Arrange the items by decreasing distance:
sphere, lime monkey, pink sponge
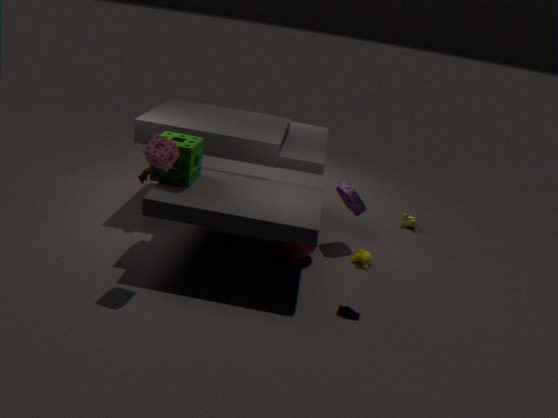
lime monkey < sphere < pink sponge
